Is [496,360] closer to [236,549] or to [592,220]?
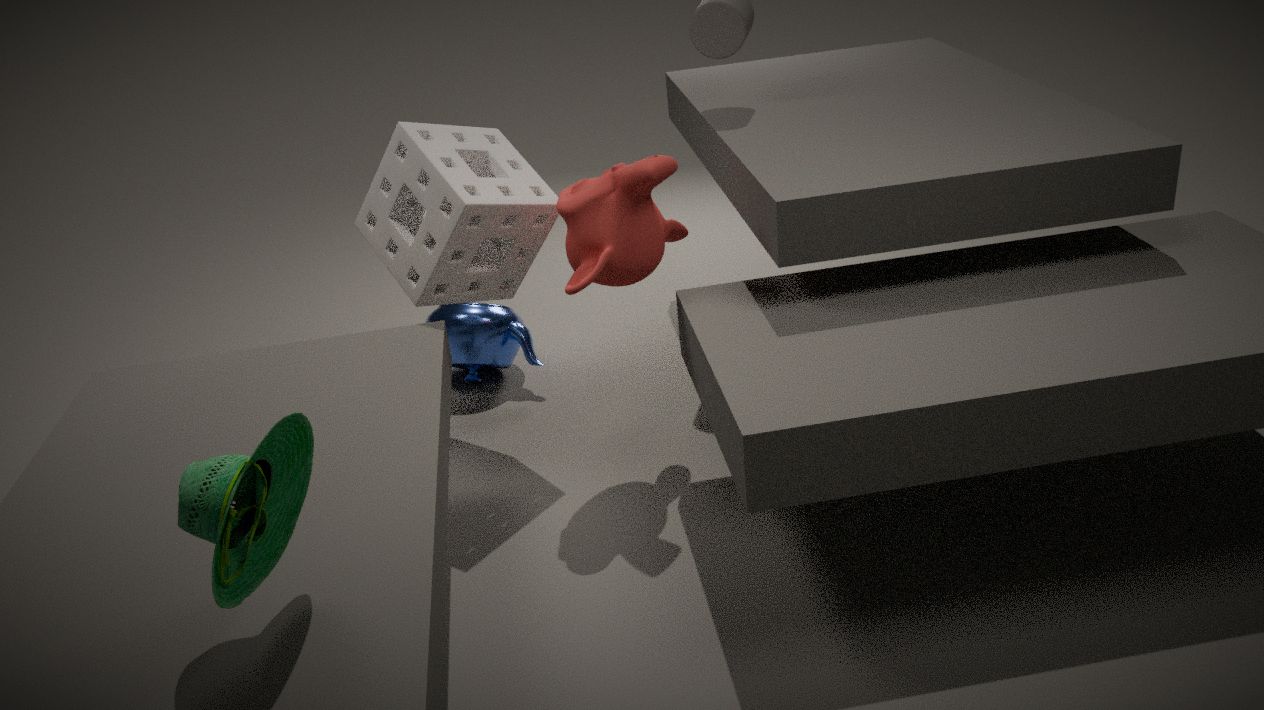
[592,220]
